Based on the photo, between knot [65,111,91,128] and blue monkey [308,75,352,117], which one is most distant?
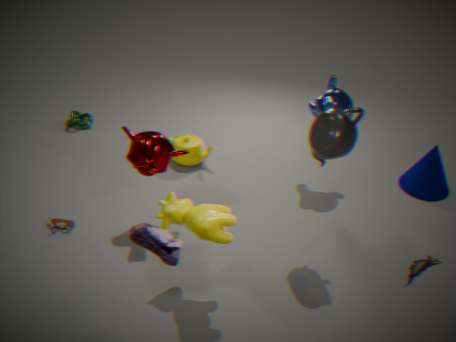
knot [65,111,91,128]
